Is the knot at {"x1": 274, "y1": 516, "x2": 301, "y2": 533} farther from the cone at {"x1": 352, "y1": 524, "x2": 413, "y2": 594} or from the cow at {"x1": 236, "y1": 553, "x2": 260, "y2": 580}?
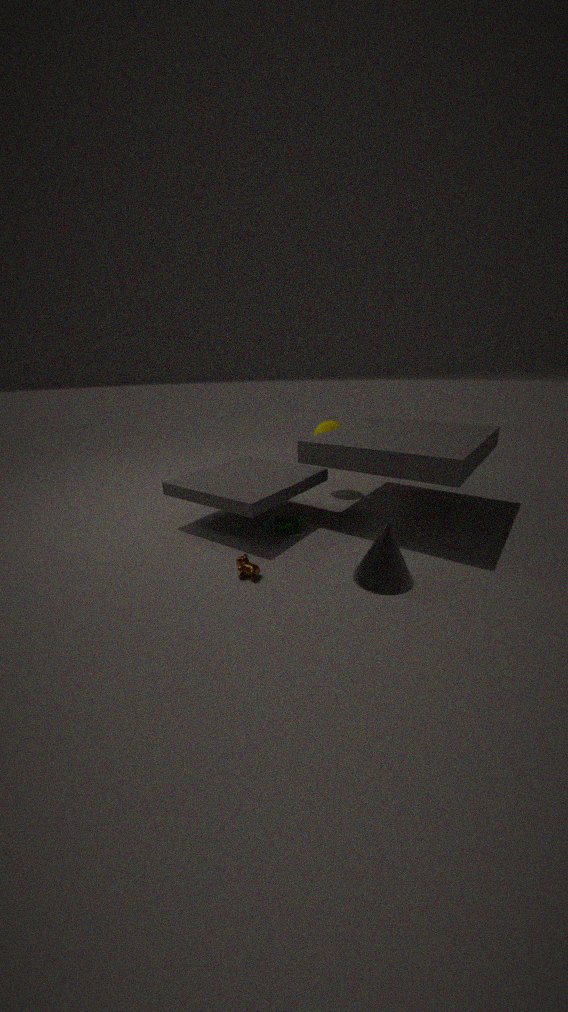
the cone at {"x1": 352, "y1": 524, "x2": 413, "y2": 594}
